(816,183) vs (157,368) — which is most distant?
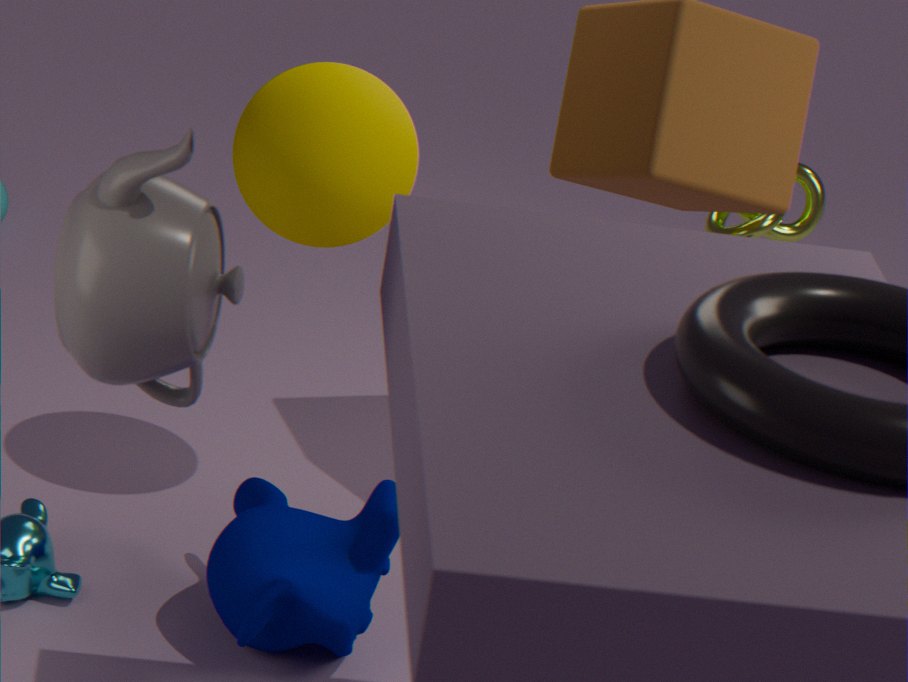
(816,183)
